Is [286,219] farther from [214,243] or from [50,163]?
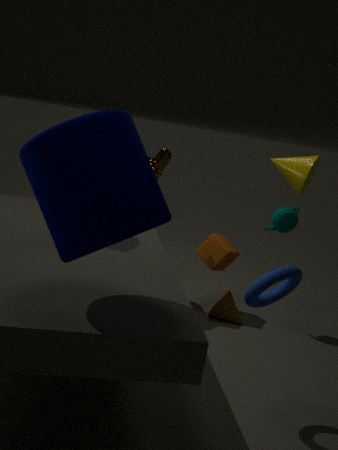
[50,163]
